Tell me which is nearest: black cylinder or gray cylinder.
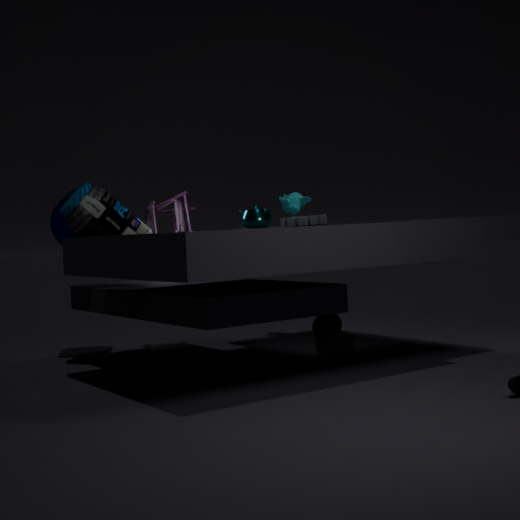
gray cylinder
